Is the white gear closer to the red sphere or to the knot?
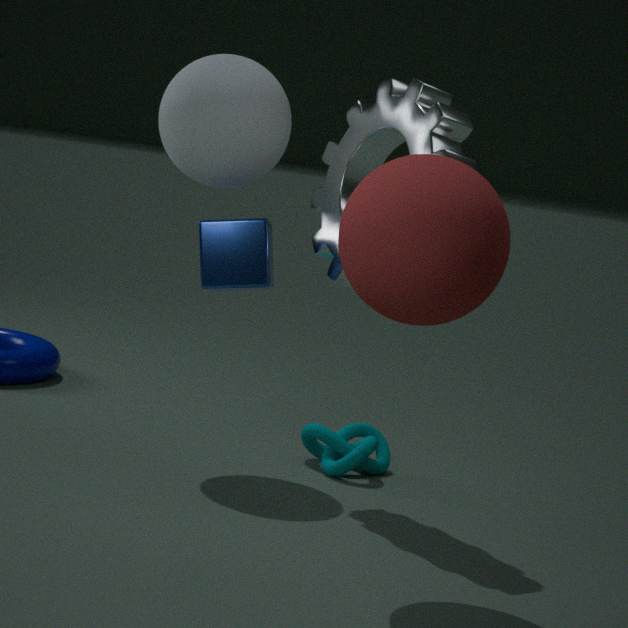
the red sphere
